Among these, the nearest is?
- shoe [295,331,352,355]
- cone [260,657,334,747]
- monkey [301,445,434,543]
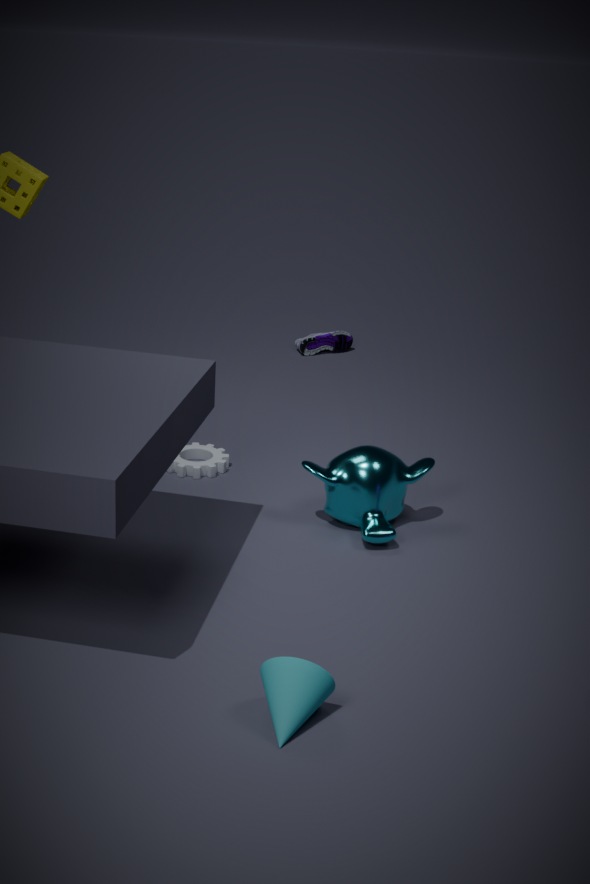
cone [260,657,334,747]
